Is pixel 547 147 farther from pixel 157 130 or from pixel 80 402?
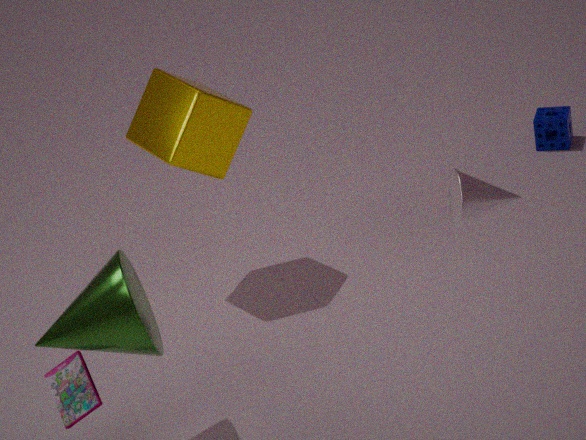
pixel 80 402
